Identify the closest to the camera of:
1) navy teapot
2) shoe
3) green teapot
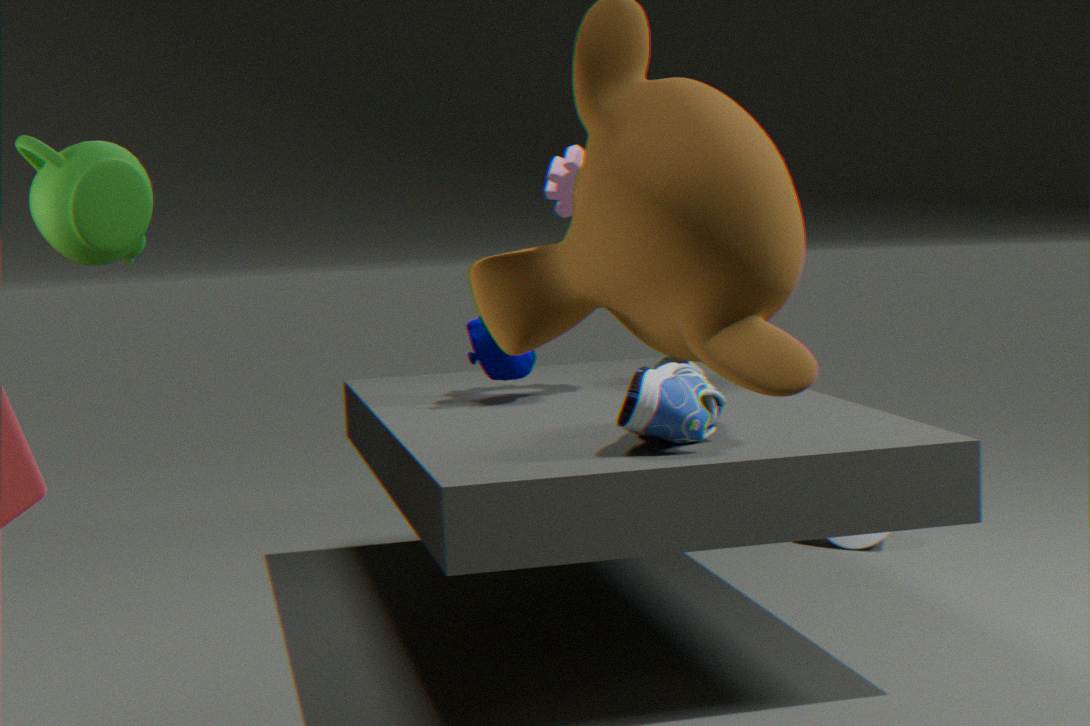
3. green teapot
